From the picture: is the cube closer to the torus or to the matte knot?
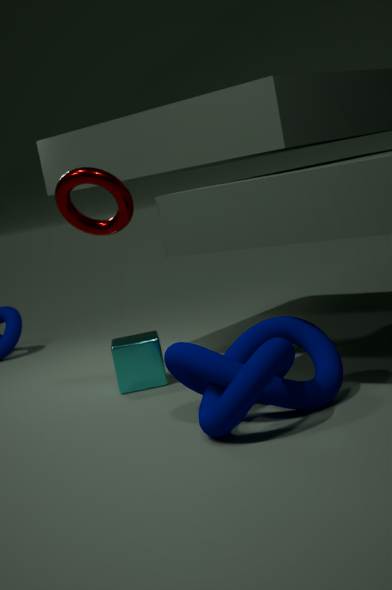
the matte knot
